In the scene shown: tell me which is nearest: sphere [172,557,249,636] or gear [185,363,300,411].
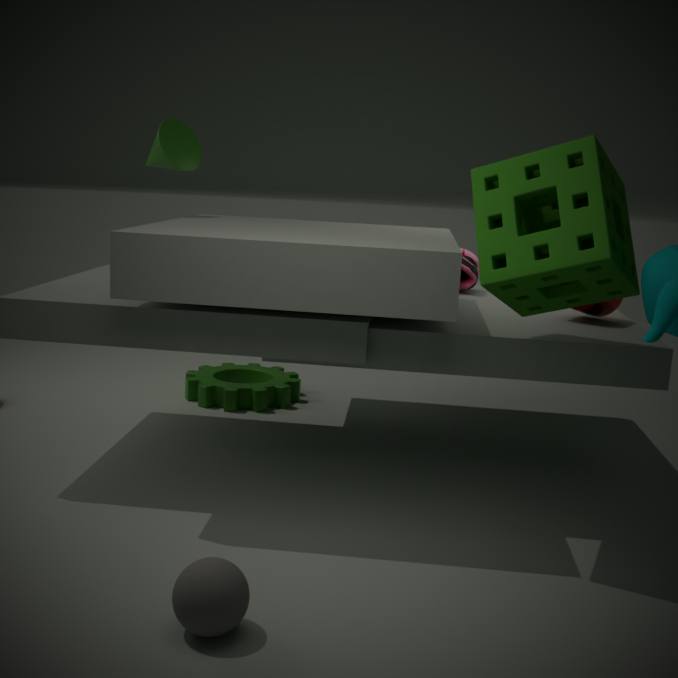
Answer: sphere [172,557,249,636]
